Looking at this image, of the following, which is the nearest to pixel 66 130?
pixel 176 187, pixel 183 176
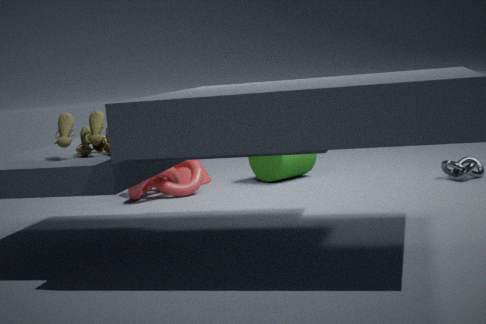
pixel 176 187
